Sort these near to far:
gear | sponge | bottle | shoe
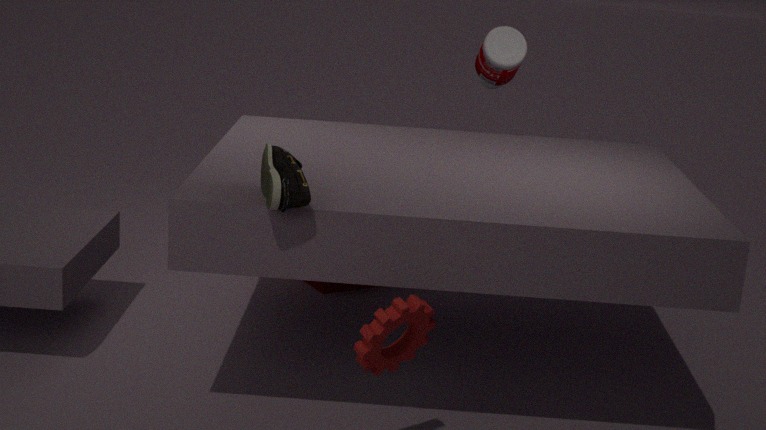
gear < shoe < bottle < sponge
